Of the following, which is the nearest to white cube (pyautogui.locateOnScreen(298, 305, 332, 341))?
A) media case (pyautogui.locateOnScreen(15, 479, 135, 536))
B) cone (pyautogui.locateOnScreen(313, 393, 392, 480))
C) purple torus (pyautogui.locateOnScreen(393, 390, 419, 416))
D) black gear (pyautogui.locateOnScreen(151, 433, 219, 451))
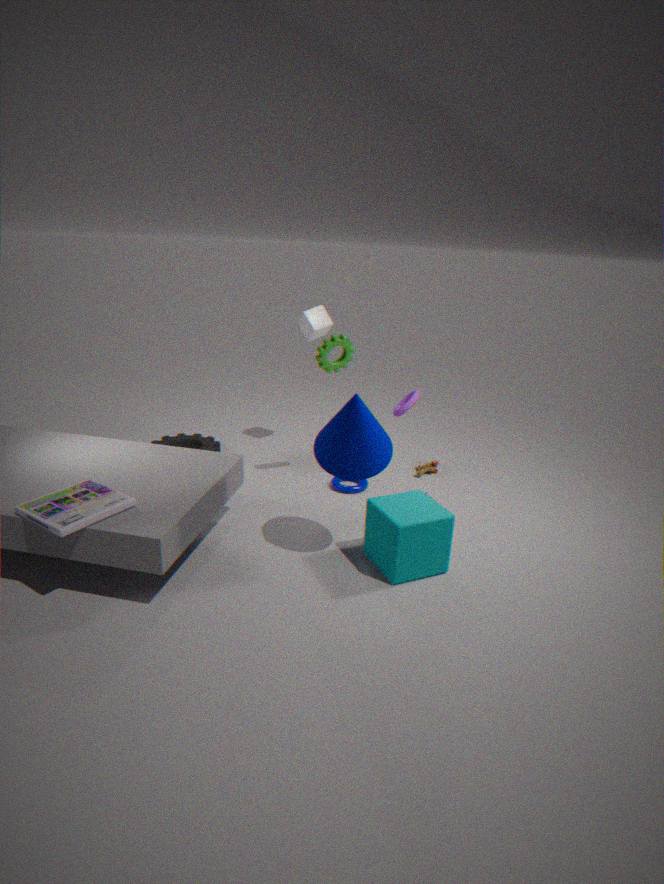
purple torus (pyautogui.locateOnScreen(393, 390, 419, 416))
